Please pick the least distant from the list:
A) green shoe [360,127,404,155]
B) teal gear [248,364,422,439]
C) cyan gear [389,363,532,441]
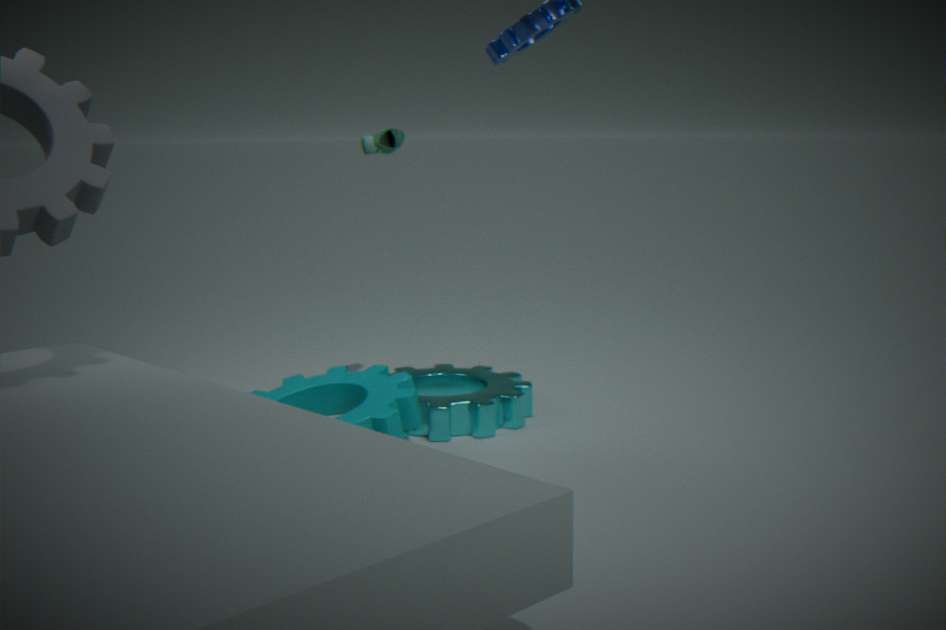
teal gear [248,364,422,439]
